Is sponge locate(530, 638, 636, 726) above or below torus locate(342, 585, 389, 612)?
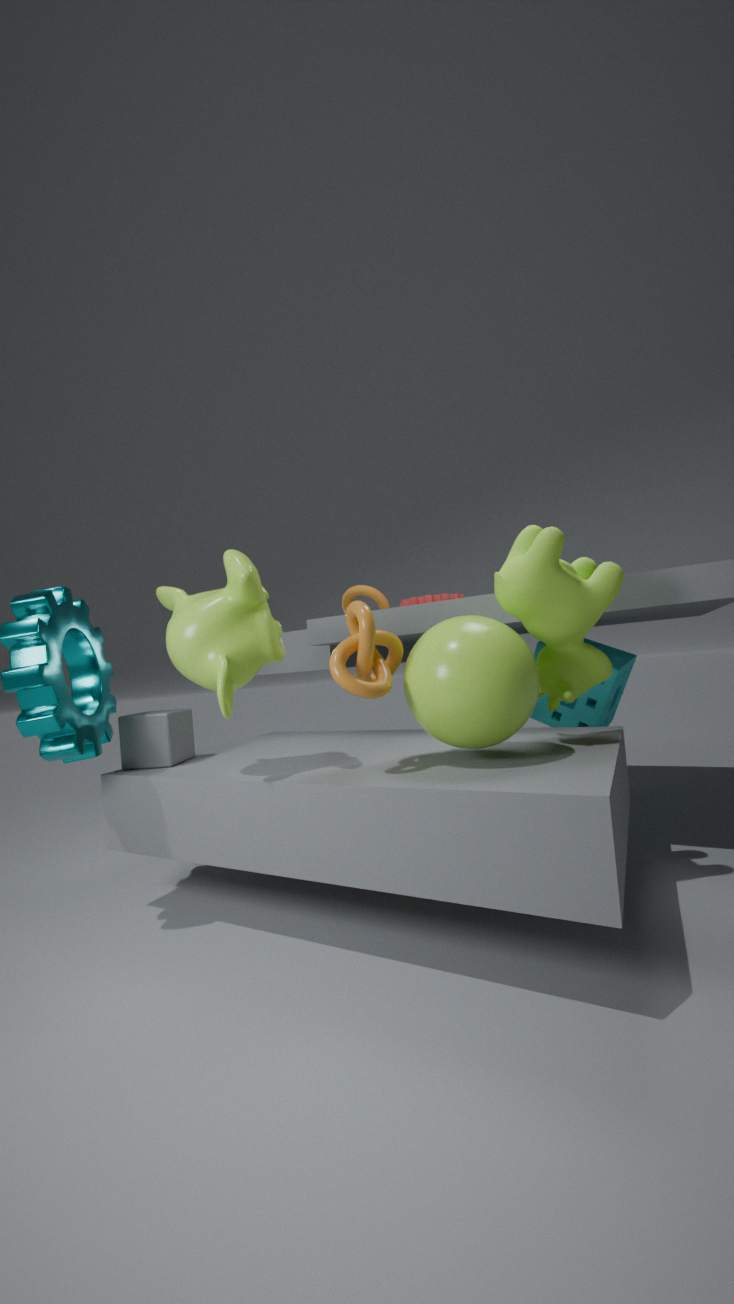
below
